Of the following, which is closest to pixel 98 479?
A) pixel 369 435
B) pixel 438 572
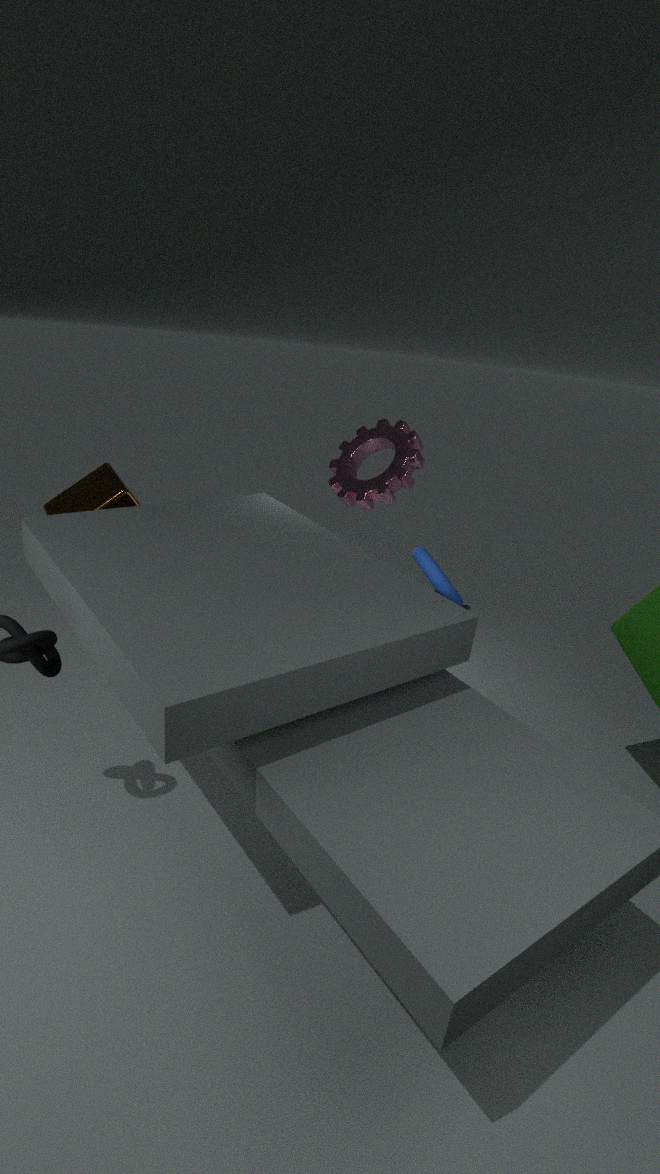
pixel 369 435
